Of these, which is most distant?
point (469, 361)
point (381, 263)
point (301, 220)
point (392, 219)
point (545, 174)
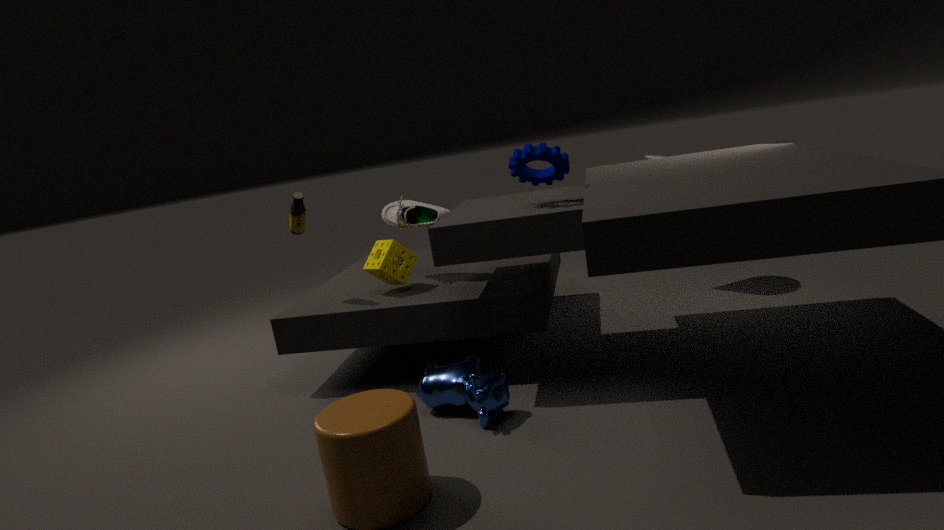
point (392, 219)
